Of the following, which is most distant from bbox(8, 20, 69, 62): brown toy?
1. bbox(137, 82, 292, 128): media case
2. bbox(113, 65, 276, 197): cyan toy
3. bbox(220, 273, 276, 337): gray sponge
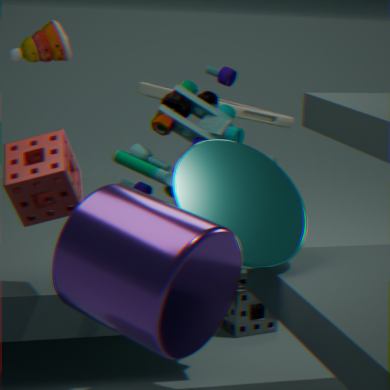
bbox(220, 273, 276, 337): gray sponge
